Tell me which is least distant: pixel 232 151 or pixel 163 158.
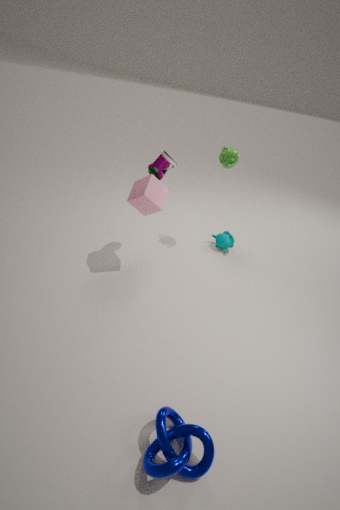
pixel 163 158
